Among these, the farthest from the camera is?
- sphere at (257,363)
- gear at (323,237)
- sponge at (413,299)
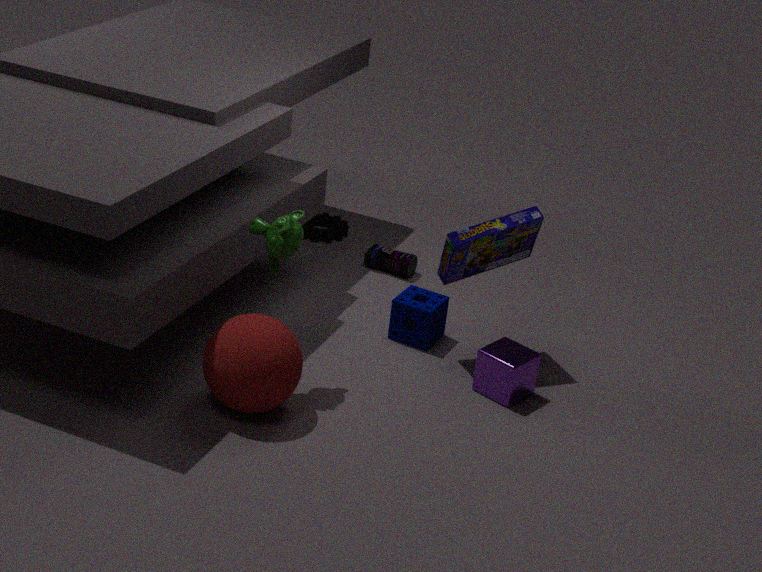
gear at (323,237)
